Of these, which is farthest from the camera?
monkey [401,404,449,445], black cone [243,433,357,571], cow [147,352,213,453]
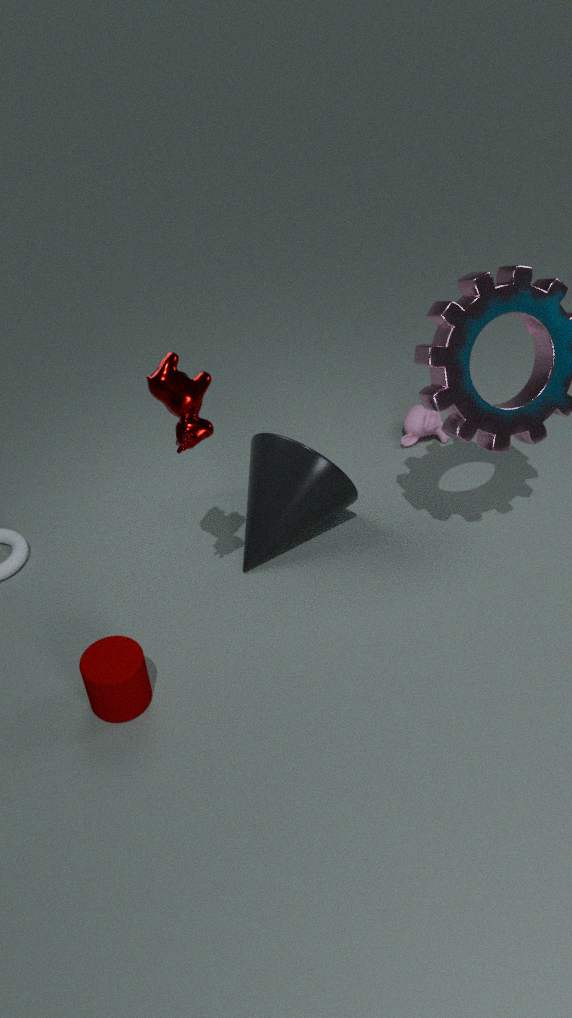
monkey [401,404,449,445]
